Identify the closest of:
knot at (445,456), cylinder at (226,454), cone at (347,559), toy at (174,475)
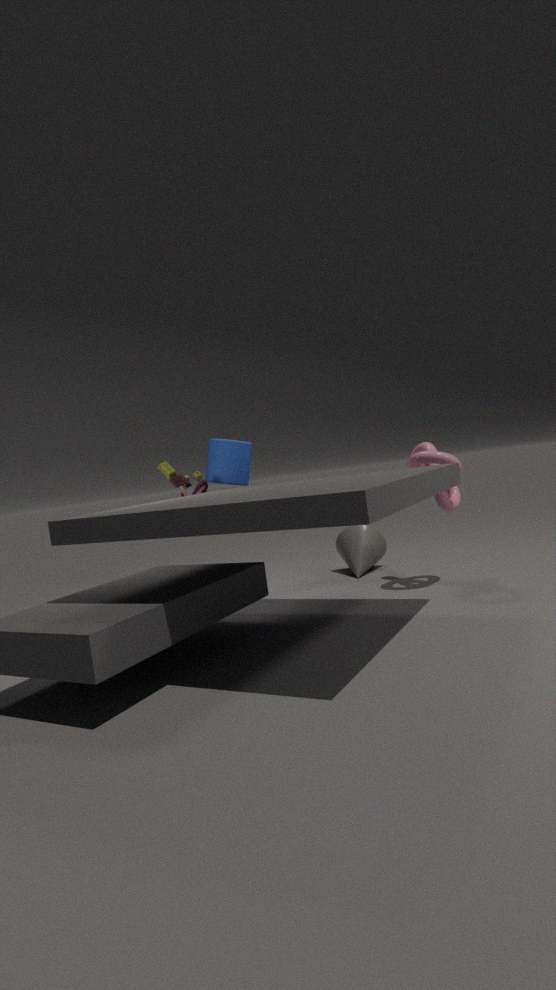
knot at (445,456)
